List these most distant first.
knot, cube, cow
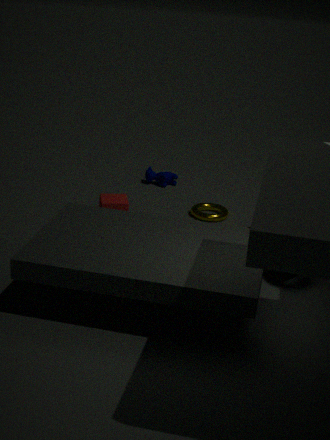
cow → cube → knot
